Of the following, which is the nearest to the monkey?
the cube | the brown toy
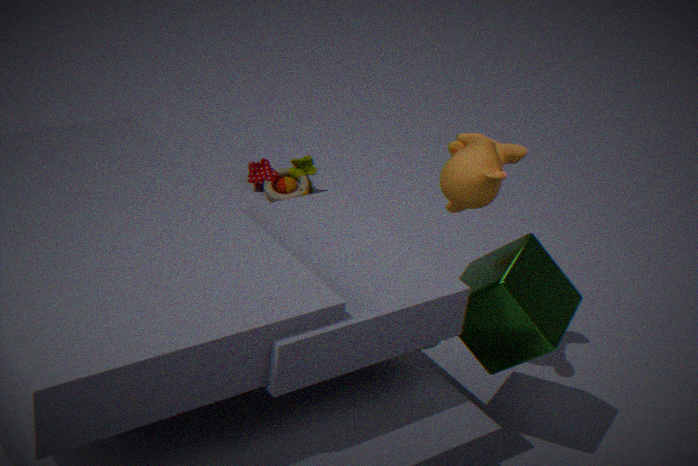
the cube
